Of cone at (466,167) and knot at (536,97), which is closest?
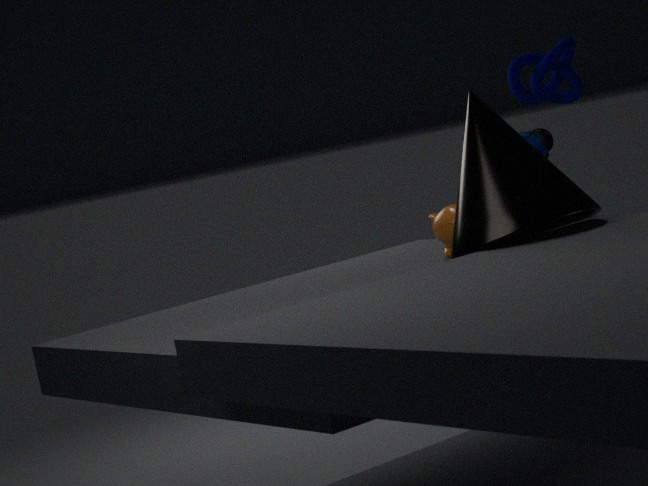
cone at (466,167)
